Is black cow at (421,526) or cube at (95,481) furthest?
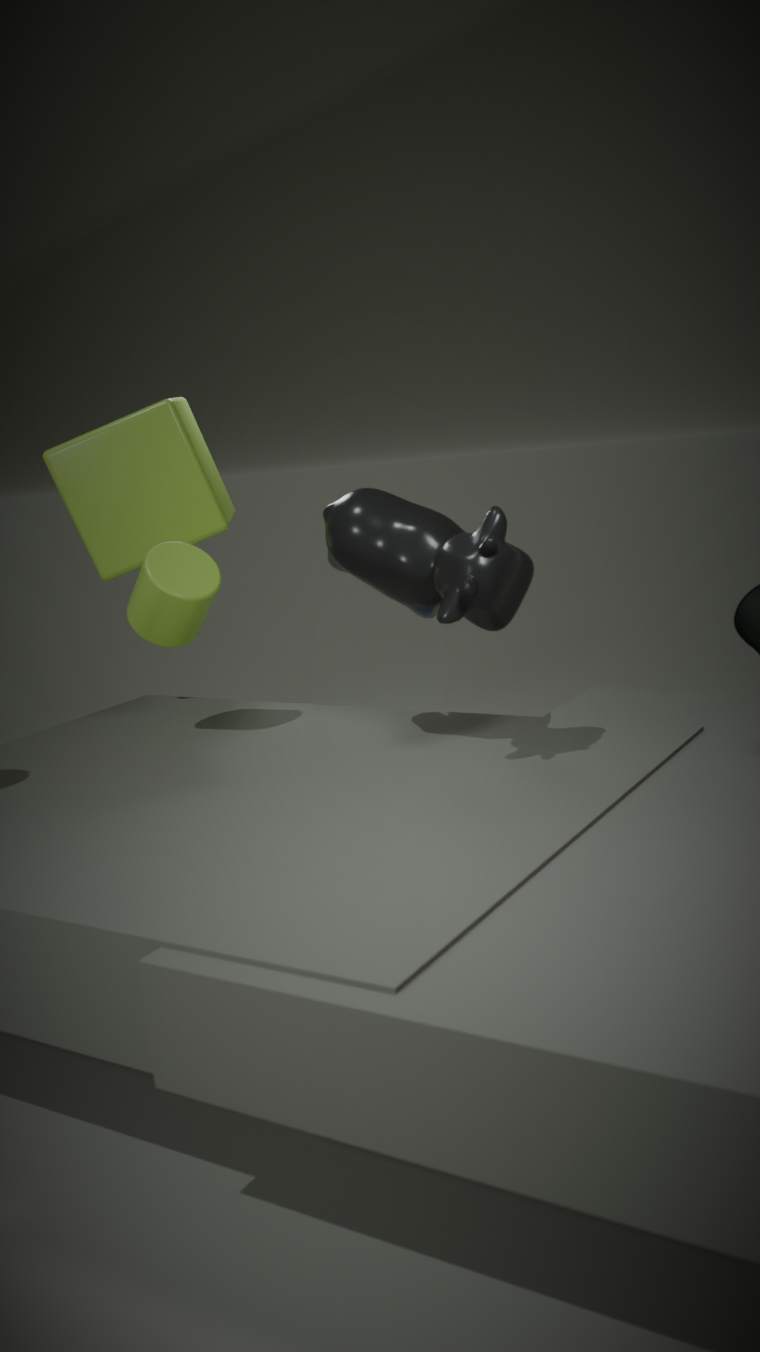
cube at (95,481)
